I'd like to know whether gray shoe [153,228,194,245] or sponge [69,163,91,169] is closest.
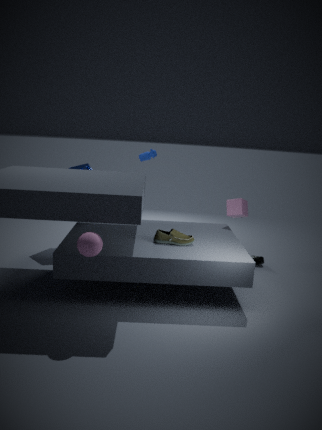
gray shoe [153,228,194,245]
